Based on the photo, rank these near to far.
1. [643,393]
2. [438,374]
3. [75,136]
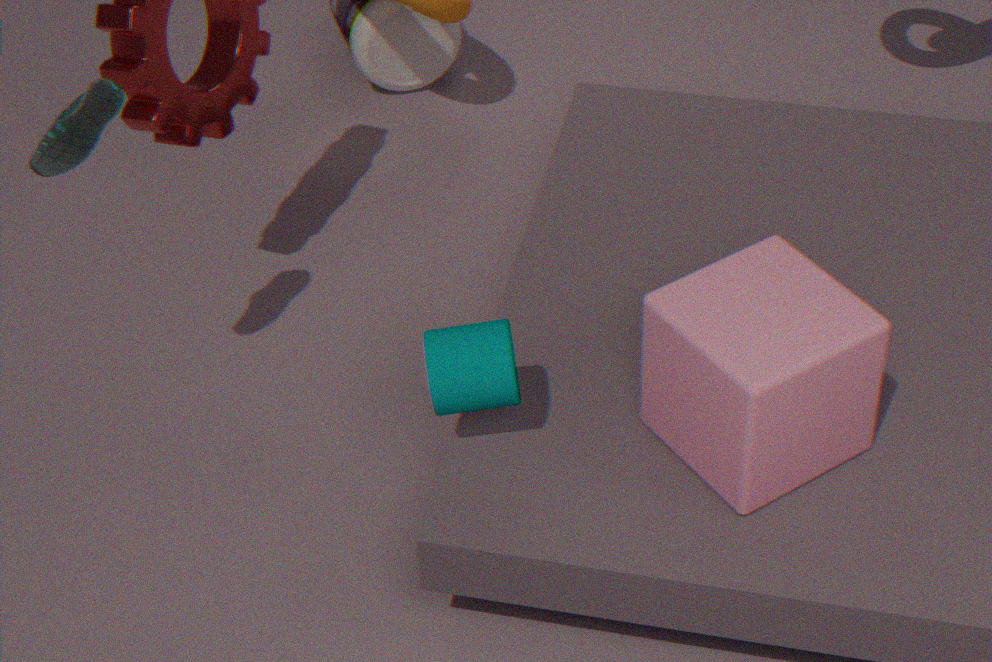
1. [438,374]
2. [75,136]
3. [643,393]
